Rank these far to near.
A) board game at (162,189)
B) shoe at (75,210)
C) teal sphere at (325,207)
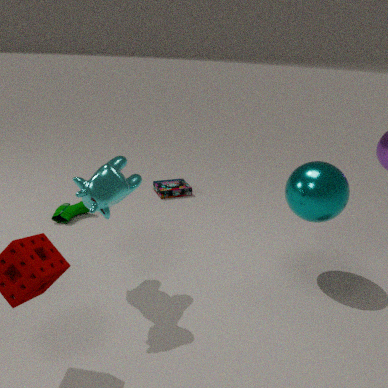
1. board game at (162,189)
2. shoe at (75,210)
3. teal sphere at (325,207)
